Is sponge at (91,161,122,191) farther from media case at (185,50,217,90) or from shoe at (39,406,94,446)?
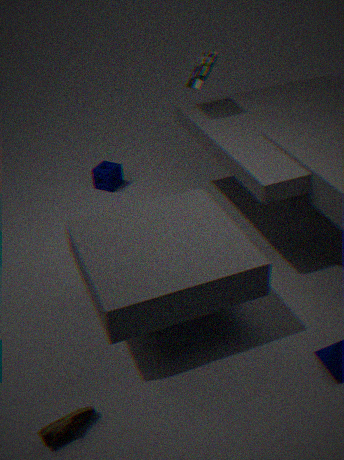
shoe at (39,406,94,446)
